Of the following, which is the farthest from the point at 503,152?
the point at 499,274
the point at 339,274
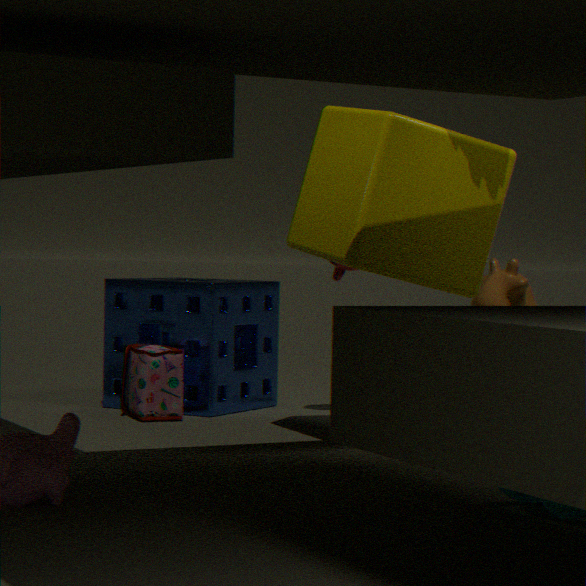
the point at 499,274
